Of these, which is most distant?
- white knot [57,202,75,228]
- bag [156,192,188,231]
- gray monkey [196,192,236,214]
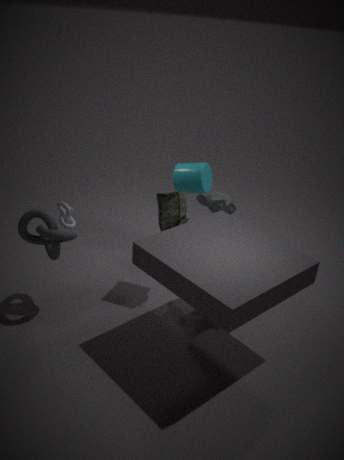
gray monkey [196,192,236,214]
